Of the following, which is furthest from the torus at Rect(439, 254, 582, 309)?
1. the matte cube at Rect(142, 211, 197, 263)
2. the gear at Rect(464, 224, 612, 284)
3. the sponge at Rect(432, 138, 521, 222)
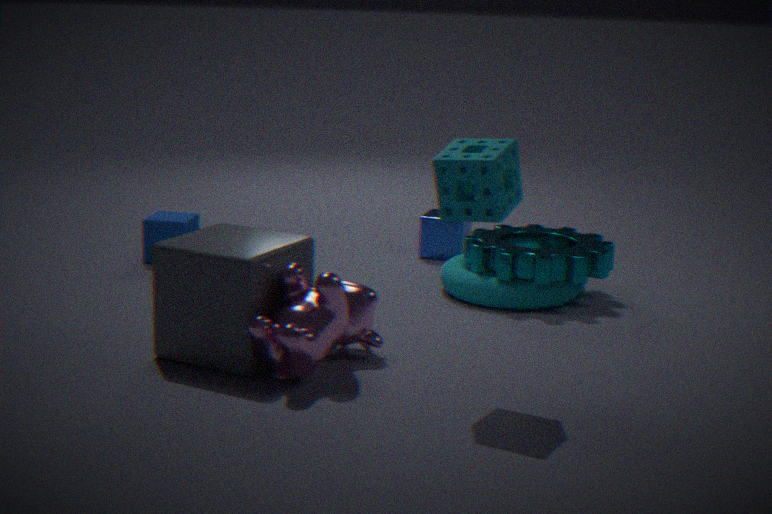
the matte cube at Rect(142, 211, 197, 263)
